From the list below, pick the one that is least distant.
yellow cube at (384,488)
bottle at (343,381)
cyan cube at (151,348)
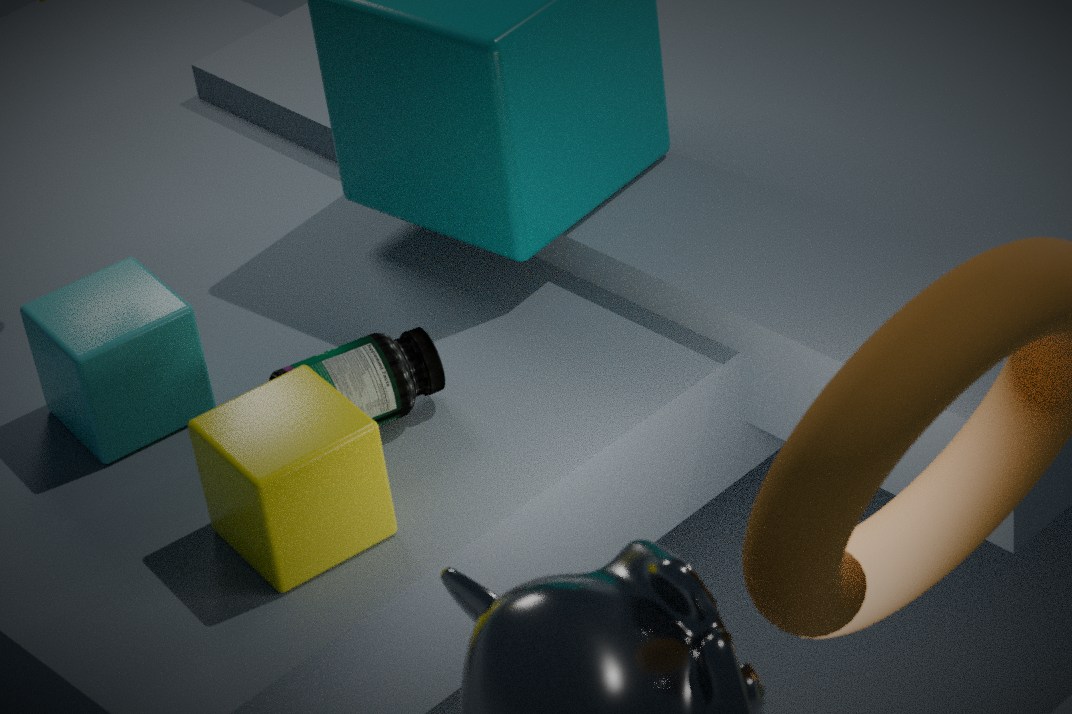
yellow cube at (384,488)
